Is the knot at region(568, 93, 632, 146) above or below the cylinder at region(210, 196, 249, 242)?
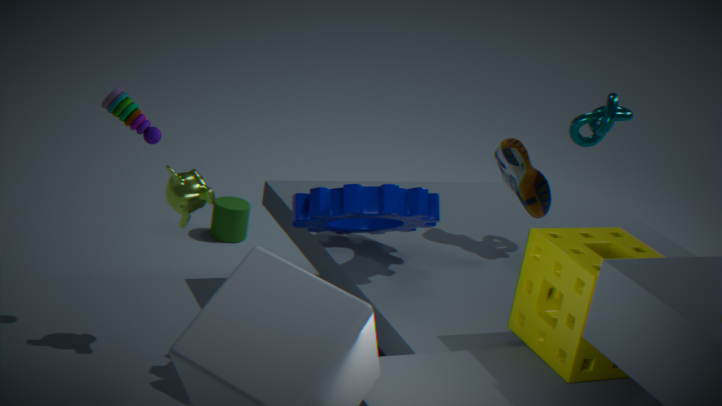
above
